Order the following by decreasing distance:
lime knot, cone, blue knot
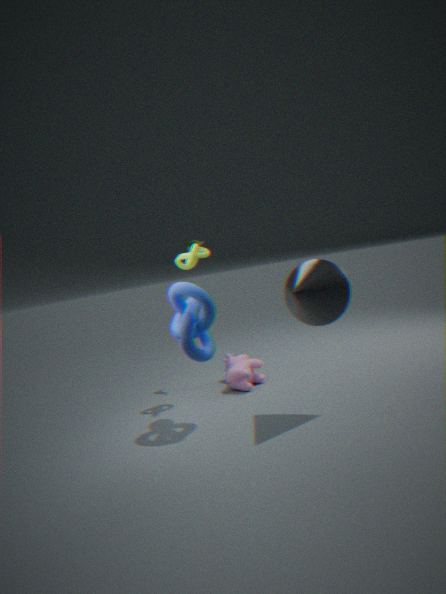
lime knot, blue knot, cone
